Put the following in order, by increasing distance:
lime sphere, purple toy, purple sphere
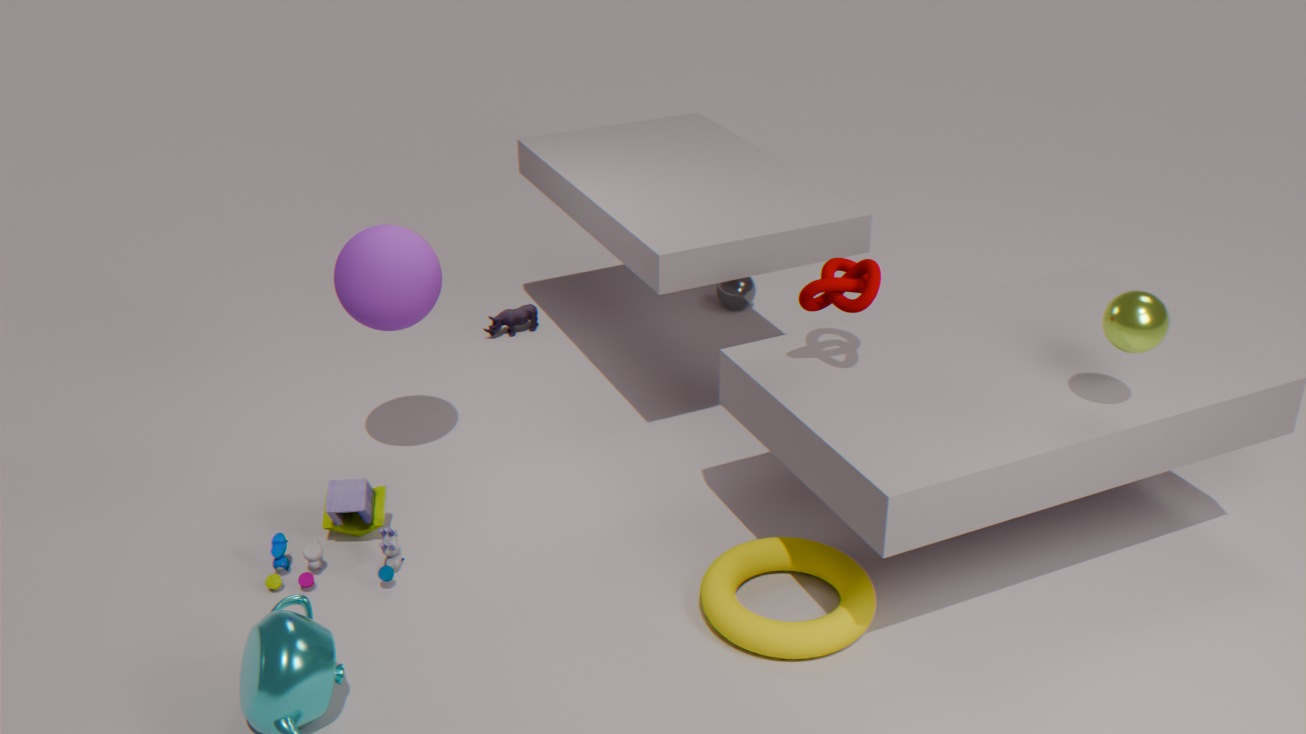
lime sphere < purple sphere < purple toy
